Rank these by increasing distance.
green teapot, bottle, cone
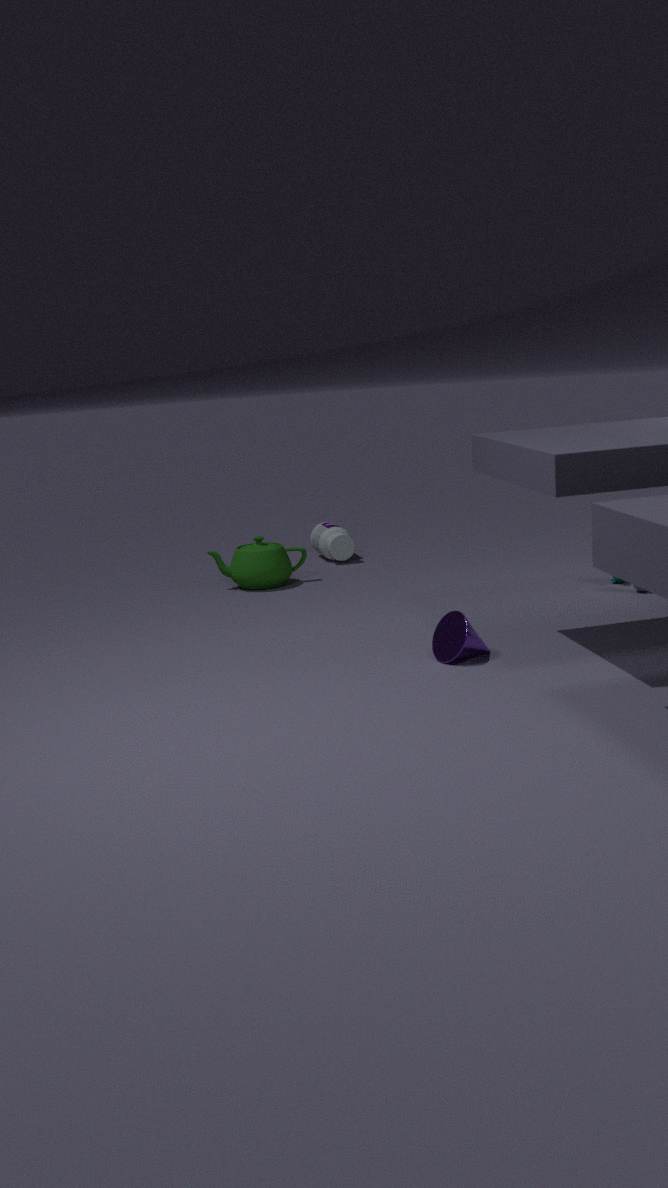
1. cone
2. green teapot
3. bottle
